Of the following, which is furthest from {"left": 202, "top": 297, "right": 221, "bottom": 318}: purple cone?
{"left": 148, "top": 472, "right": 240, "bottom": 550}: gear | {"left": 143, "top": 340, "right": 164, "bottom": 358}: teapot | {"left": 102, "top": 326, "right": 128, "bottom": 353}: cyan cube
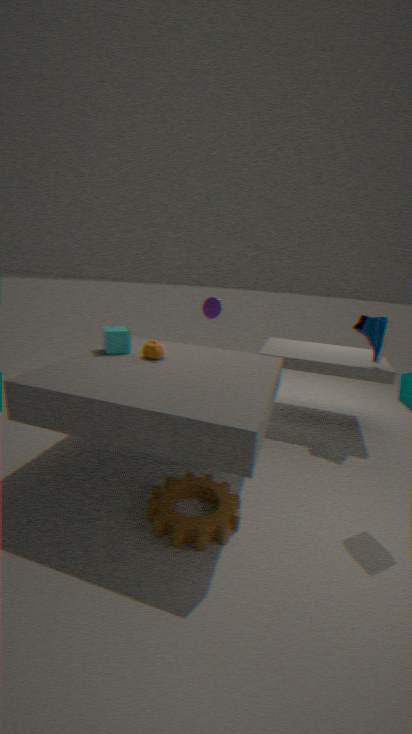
{"left": 148, "top": 472, "right": 240, "bottom": 550}: gear
